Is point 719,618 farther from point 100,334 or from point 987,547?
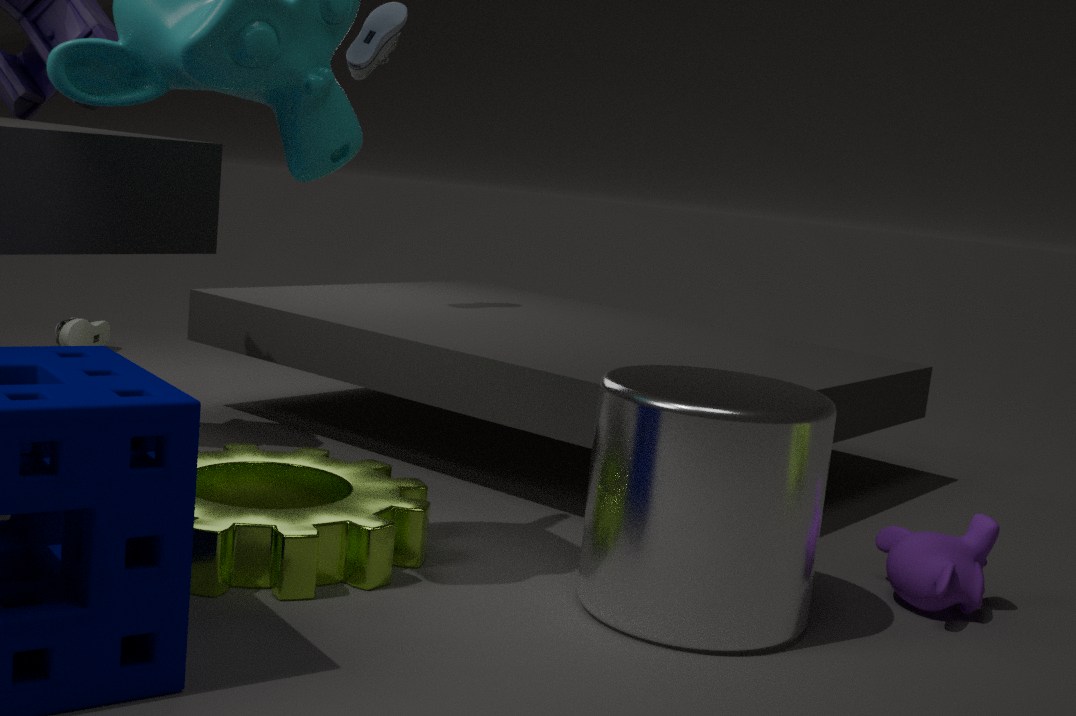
point 100,334
